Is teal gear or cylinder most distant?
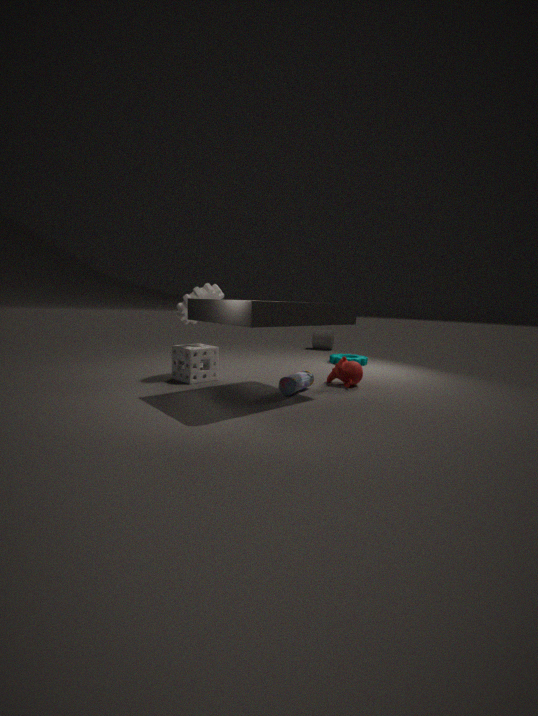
cylinder
